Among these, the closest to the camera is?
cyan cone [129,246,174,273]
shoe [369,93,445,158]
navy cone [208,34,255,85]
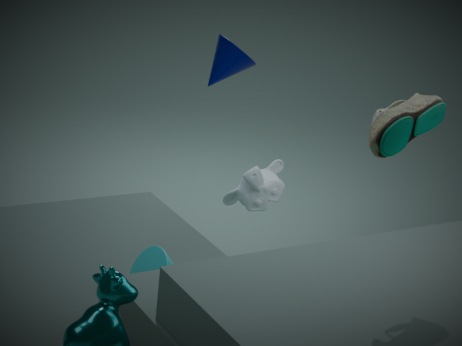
shoe [369,93,445,158]
